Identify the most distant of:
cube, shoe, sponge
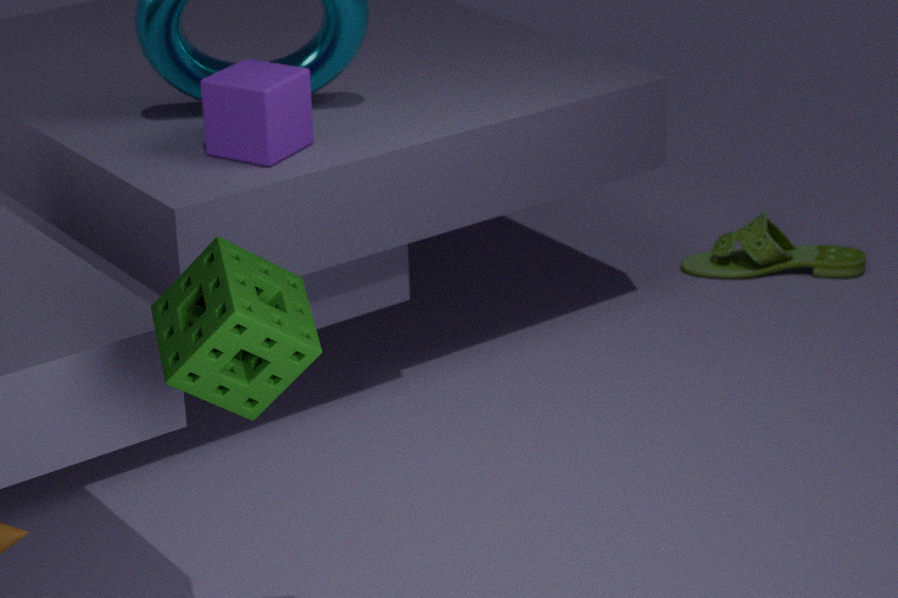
shoe
